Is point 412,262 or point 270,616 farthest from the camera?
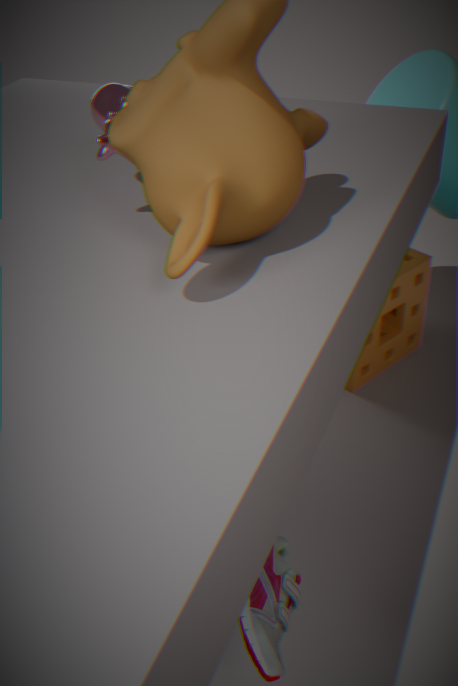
point 412,262
